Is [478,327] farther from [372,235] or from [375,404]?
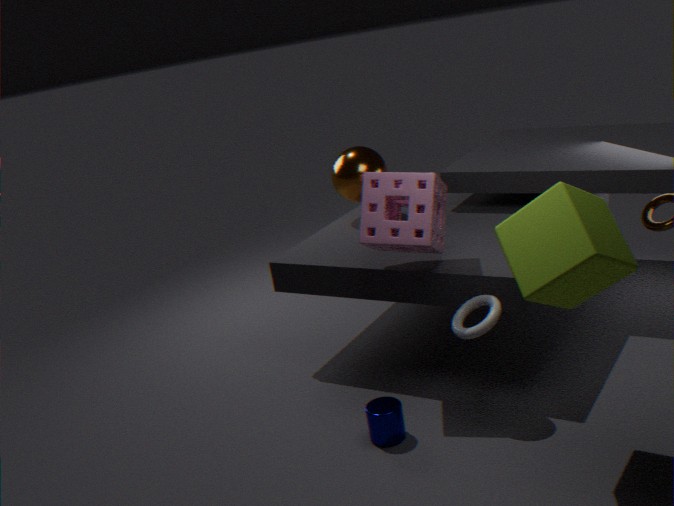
[375,404]
